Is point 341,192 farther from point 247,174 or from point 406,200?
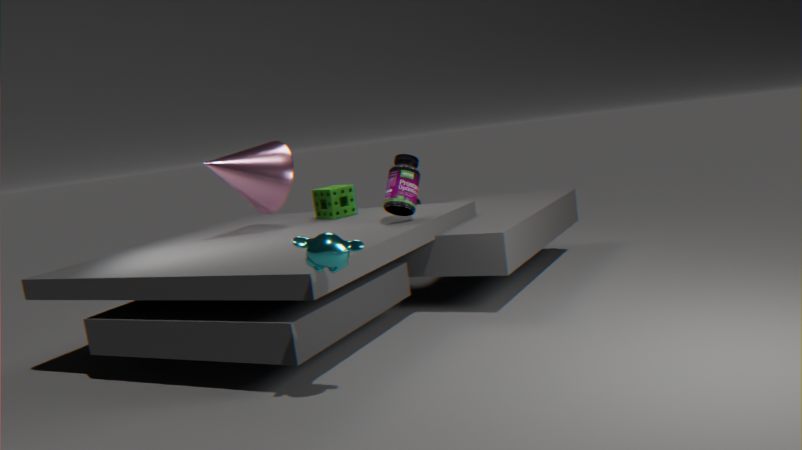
point 406,200
